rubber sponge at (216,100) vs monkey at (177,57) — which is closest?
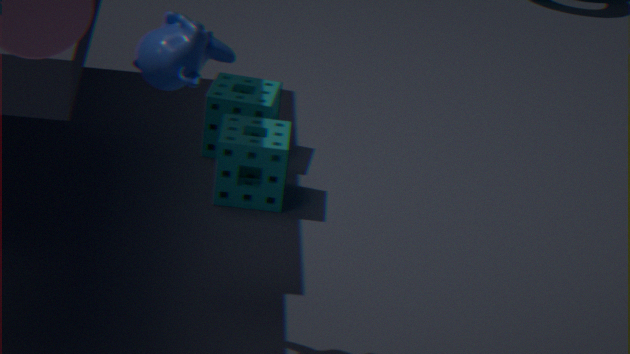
monkey at (177,57)
